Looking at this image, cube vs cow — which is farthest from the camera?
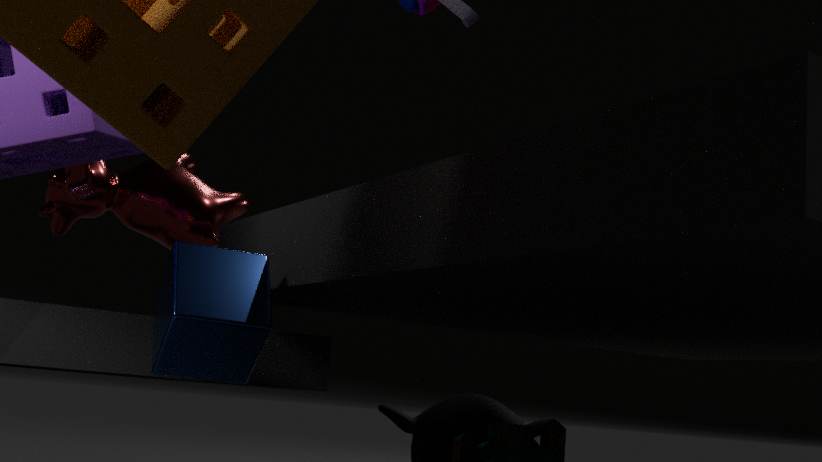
cow
